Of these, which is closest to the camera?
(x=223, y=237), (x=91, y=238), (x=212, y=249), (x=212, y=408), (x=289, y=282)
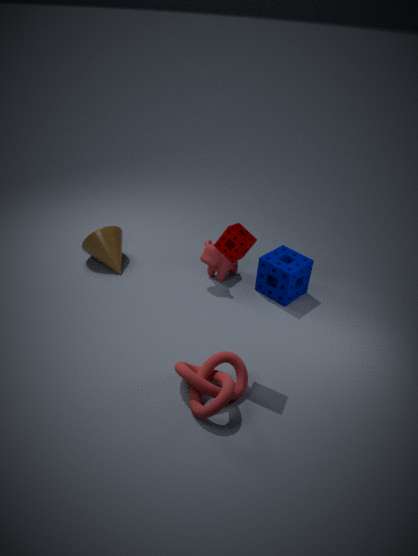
(x=212, y=408)
